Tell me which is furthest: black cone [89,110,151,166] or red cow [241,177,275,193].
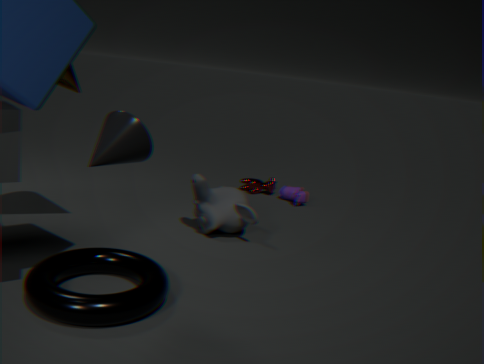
red cow [241,177,275,193]
